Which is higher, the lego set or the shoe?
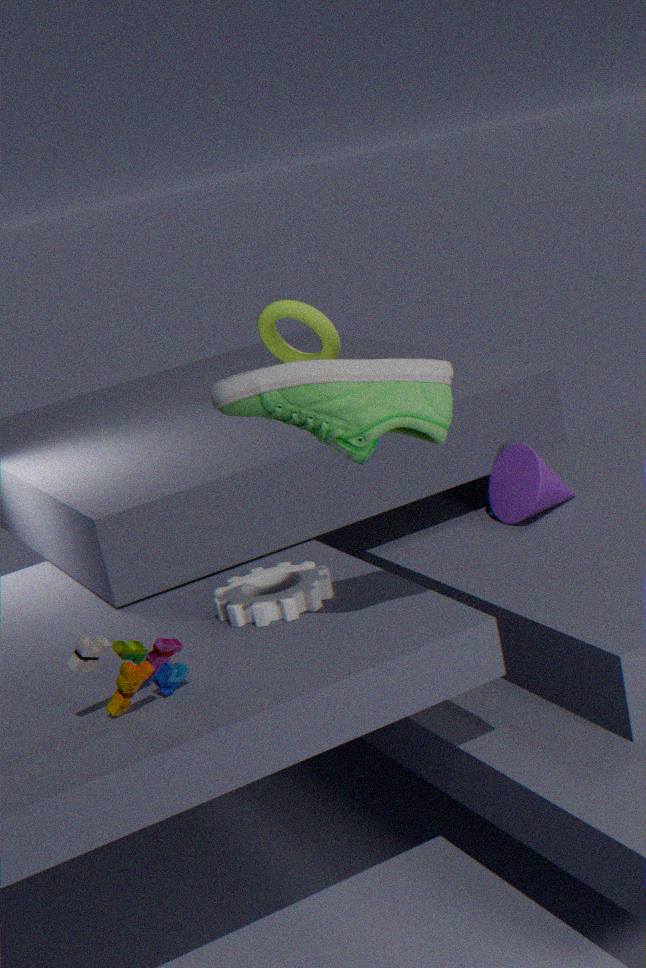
the shoe
